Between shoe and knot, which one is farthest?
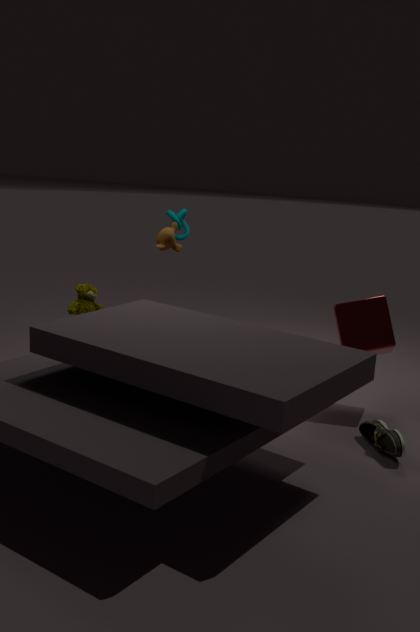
knot
